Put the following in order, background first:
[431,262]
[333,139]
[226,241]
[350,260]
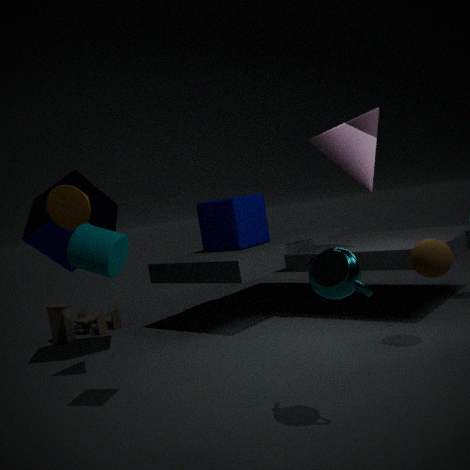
[226,241], [333,139], [431,262], [350,260]
